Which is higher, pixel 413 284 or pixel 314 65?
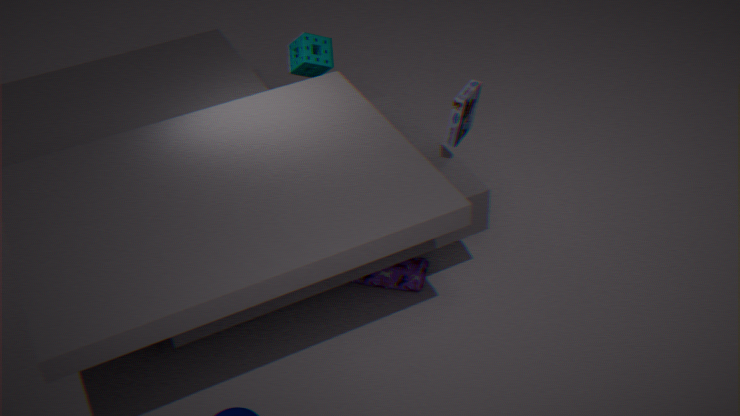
pixel 314 65
